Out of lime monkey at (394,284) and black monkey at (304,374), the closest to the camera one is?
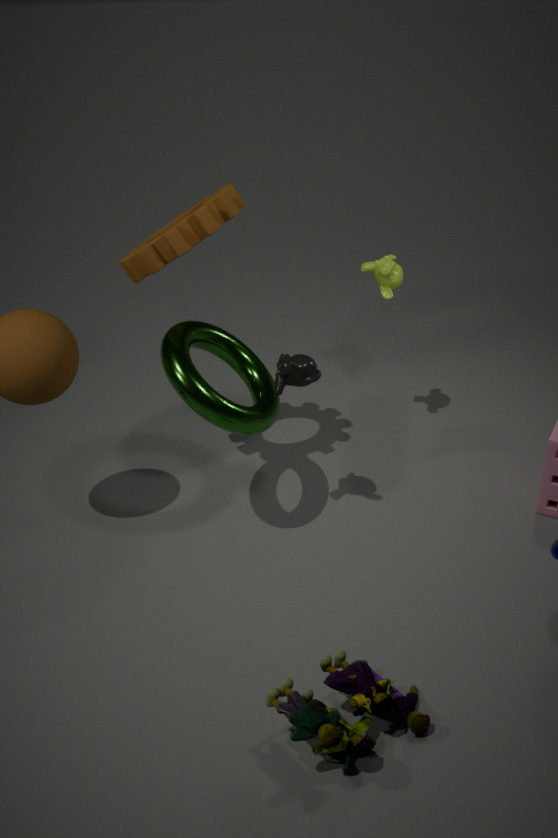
black monkey at (304,374)
